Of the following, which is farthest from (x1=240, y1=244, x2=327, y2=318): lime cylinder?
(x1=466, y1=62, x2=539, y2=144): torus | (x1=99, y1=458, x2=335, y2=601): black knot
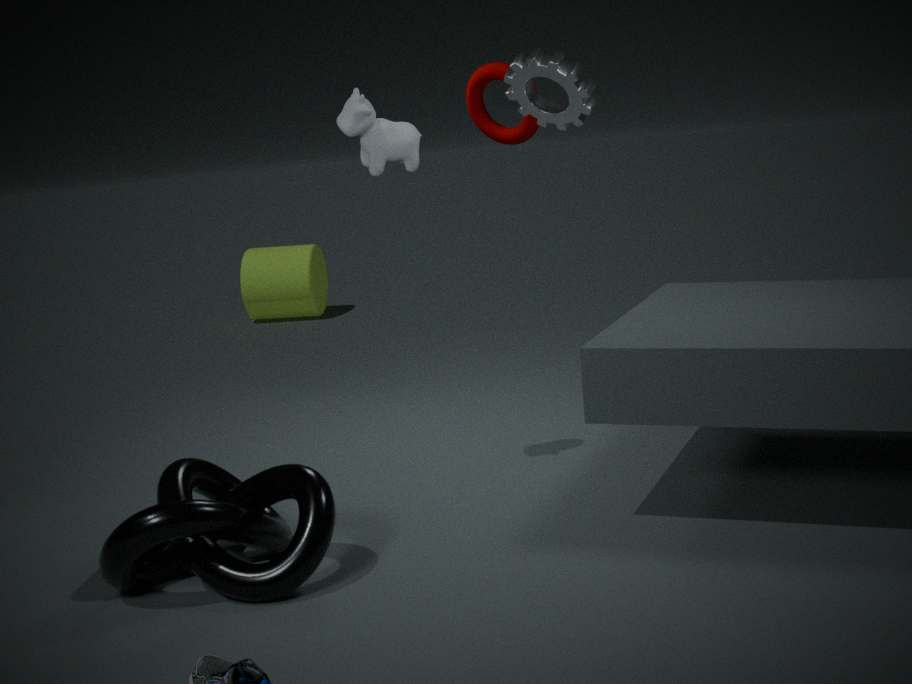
(x1=99, y1=458, x2=335, y2=601): black knot
